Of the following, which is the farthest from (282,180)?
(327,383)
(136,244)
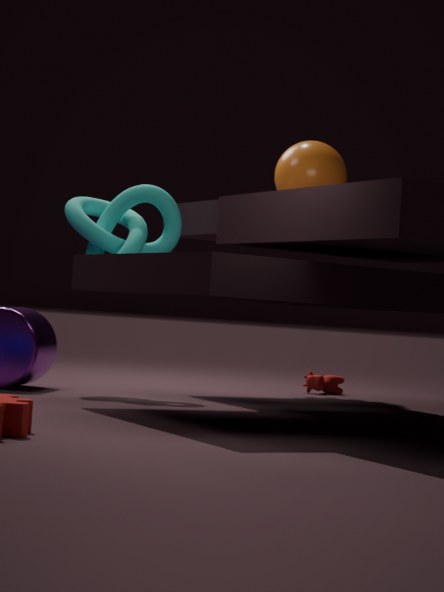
(327,383)
